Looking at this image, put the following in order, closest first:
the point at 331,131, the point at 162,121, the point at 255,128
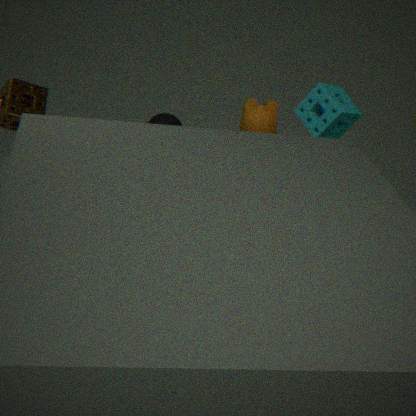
1. the point at 331,131
2. the point at 162,121
3. the point at 255,128
